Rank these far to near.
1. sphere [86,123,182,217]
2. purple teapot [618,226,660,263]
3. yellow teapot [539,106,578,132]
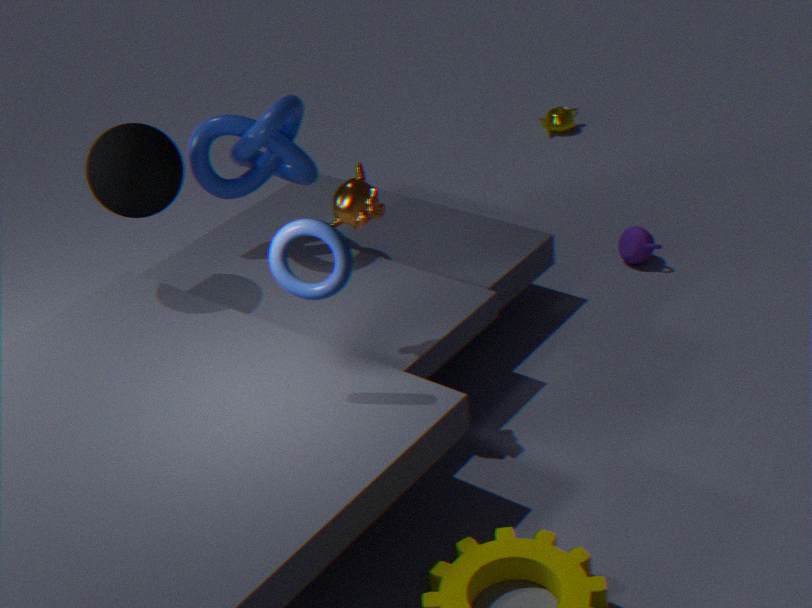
yellow teapot [539,106,578,132] < purple teapot [618,226,660,263] < sphere [86,123,182,217]
